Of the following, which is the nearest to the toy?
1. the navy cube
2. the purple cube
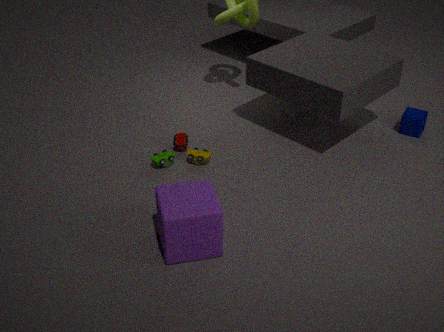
the purple cube
